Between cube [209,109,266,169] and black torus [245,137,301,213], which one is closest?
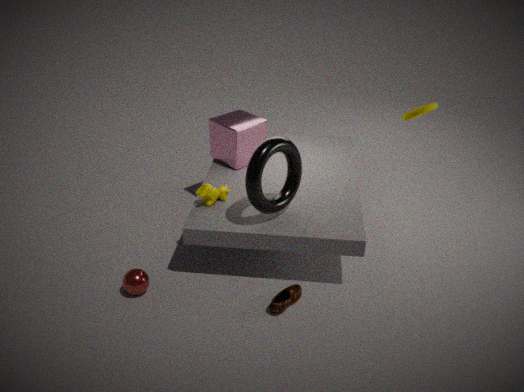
black torus [245,137,301,213]
